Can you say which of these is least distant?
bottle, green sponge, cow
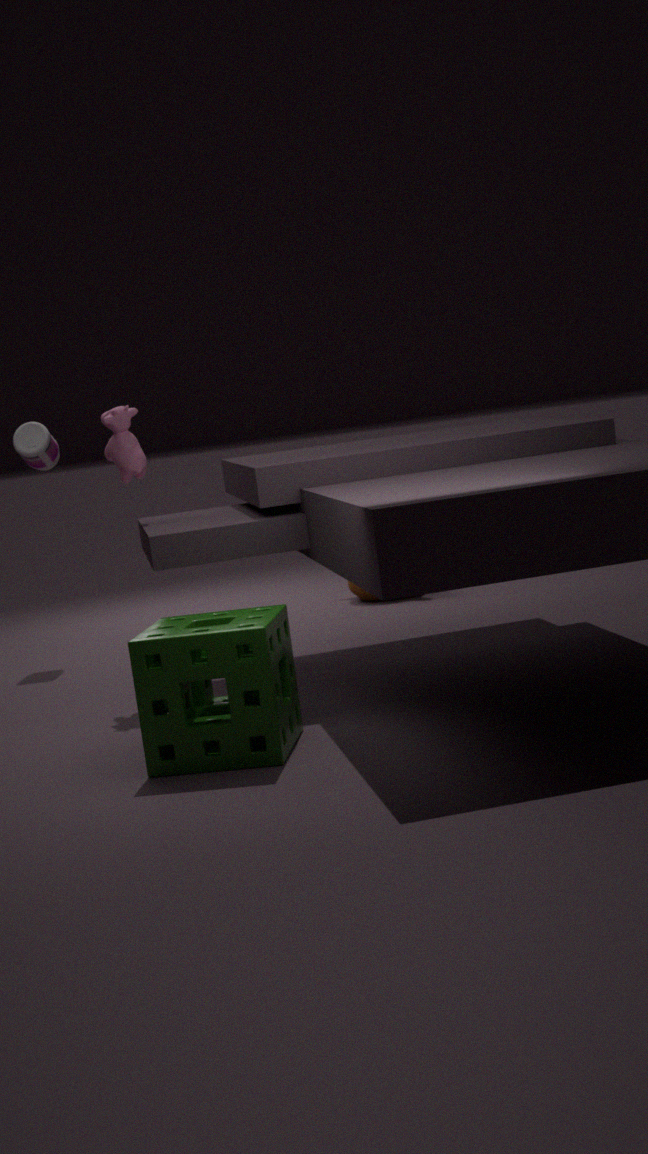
green sponge
